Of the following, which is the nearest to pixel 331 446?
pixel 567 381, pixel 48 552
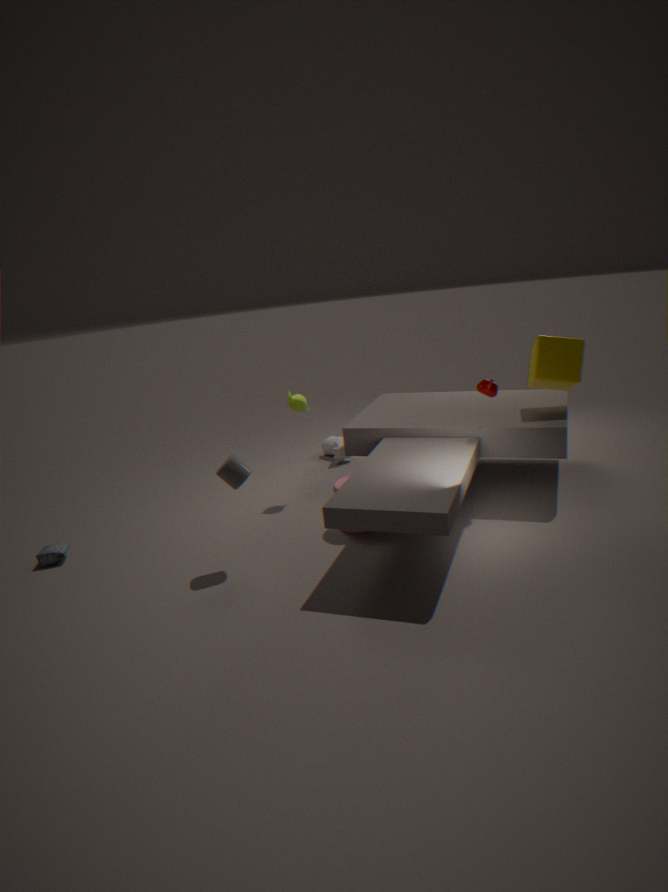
pixel 567 381
